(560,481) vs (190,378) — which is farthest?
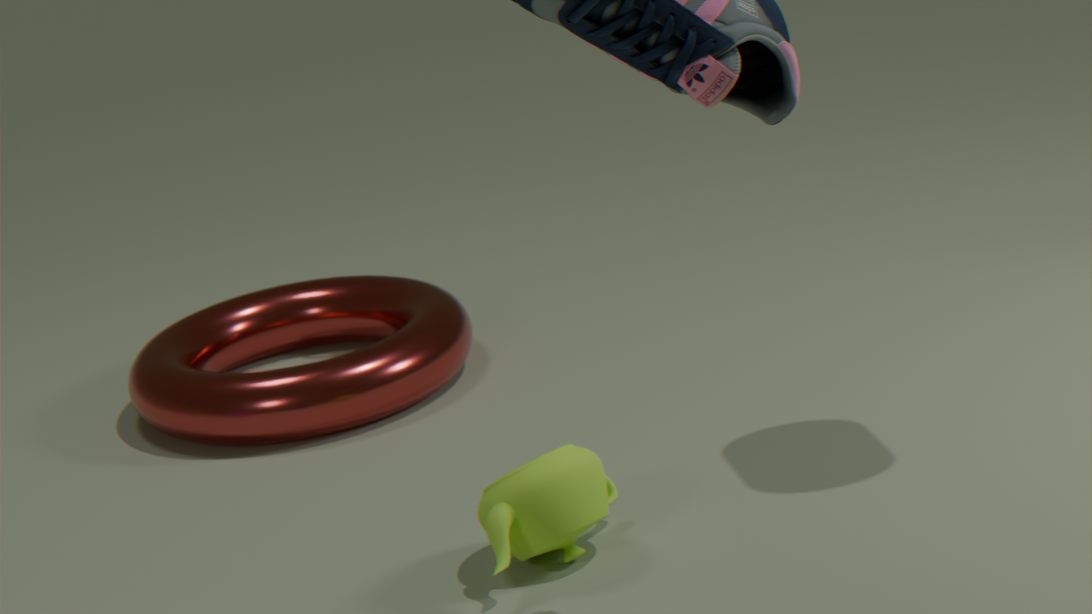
(190,378)
